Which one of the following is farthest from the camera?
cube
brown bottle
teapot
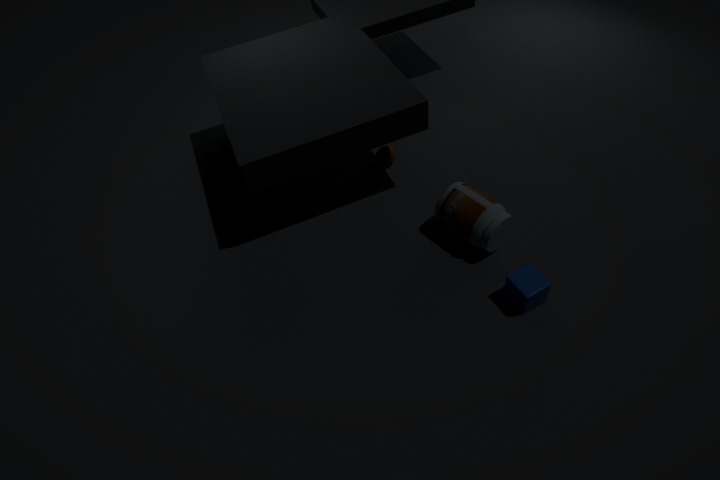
teapot
